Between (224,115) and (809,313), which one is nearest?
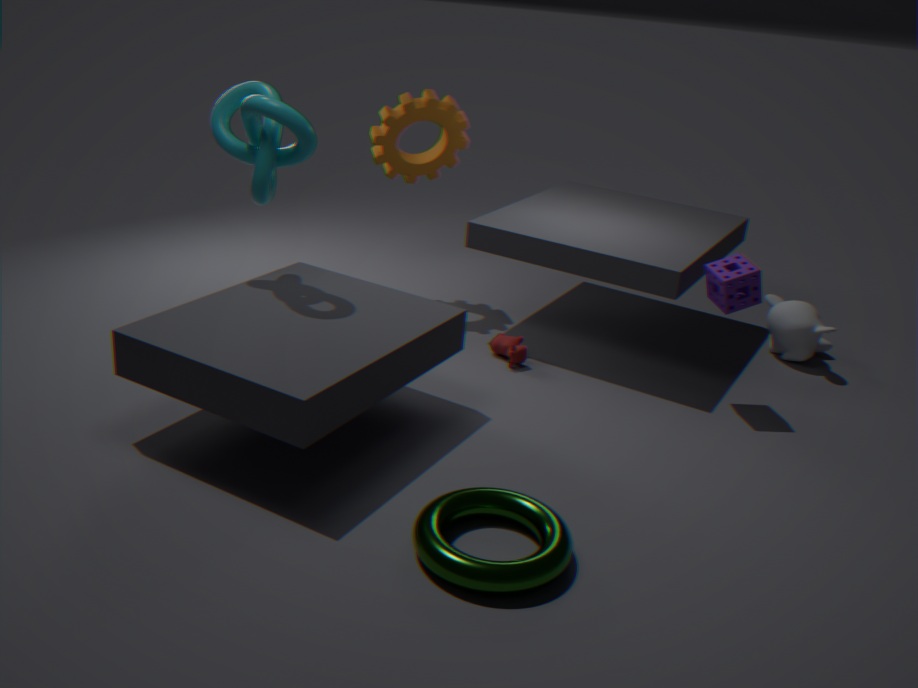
(224,115)
